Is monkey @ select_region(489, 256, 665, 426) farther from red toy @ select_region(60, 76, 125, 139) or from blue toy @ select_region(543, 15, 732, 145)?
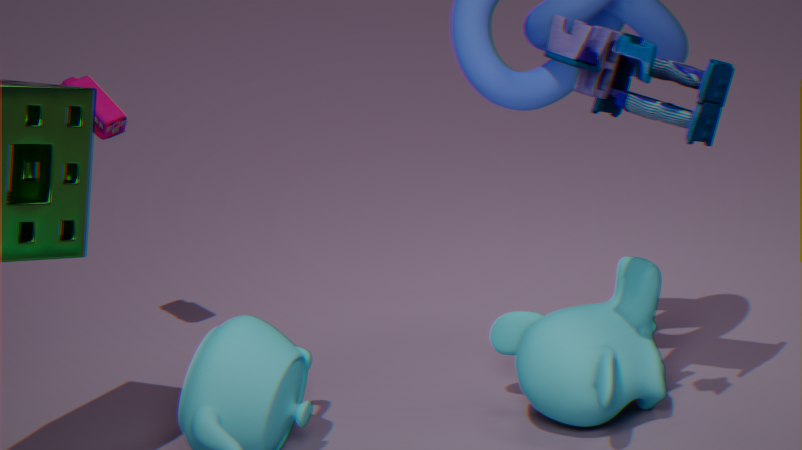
red toy @ select_region(60, 76, 125, 139)
